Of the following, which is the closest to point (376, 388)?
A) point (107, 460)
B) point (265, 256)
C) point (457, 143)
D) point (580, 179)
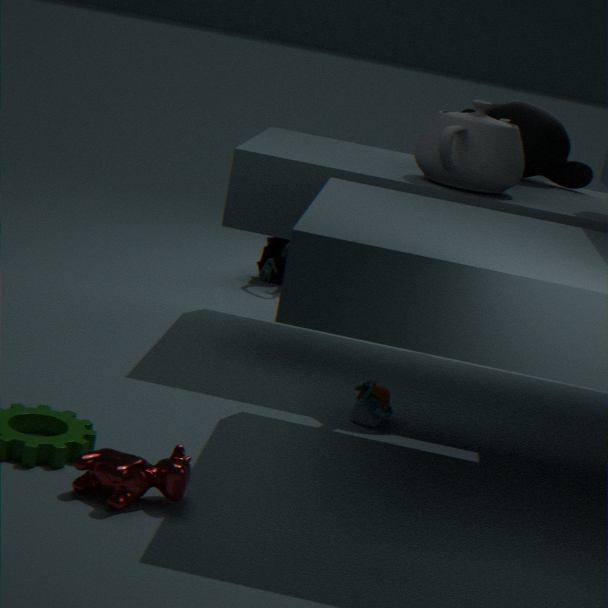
point (457, 143)
